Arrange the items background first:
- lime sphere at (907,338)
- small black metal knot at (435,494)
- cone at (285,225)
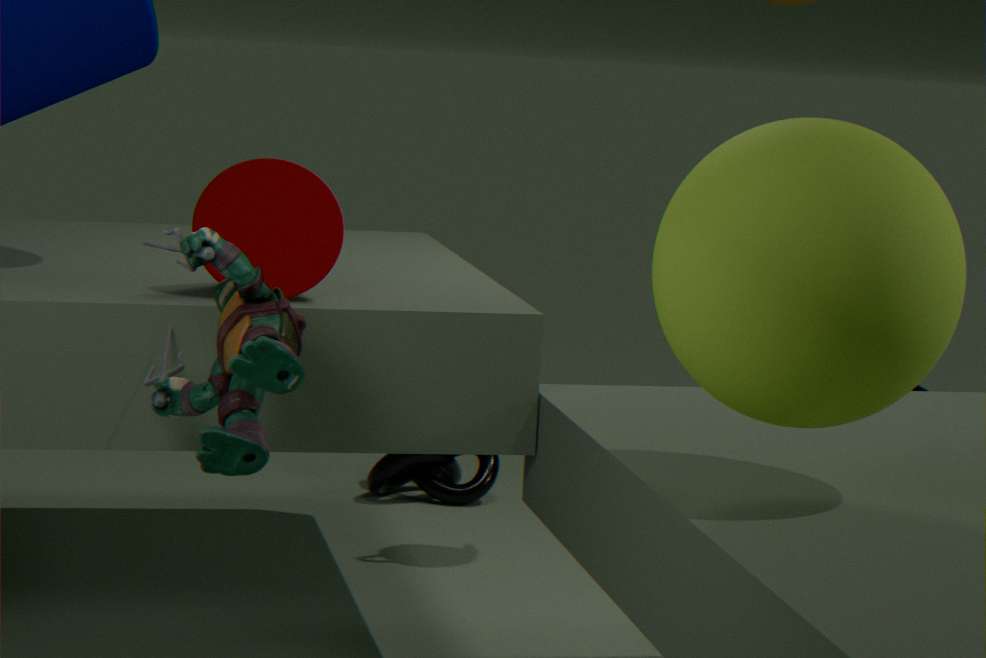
small black metal knot at (435,494)
cone at (285,225)
lime sphere at (907,338)
